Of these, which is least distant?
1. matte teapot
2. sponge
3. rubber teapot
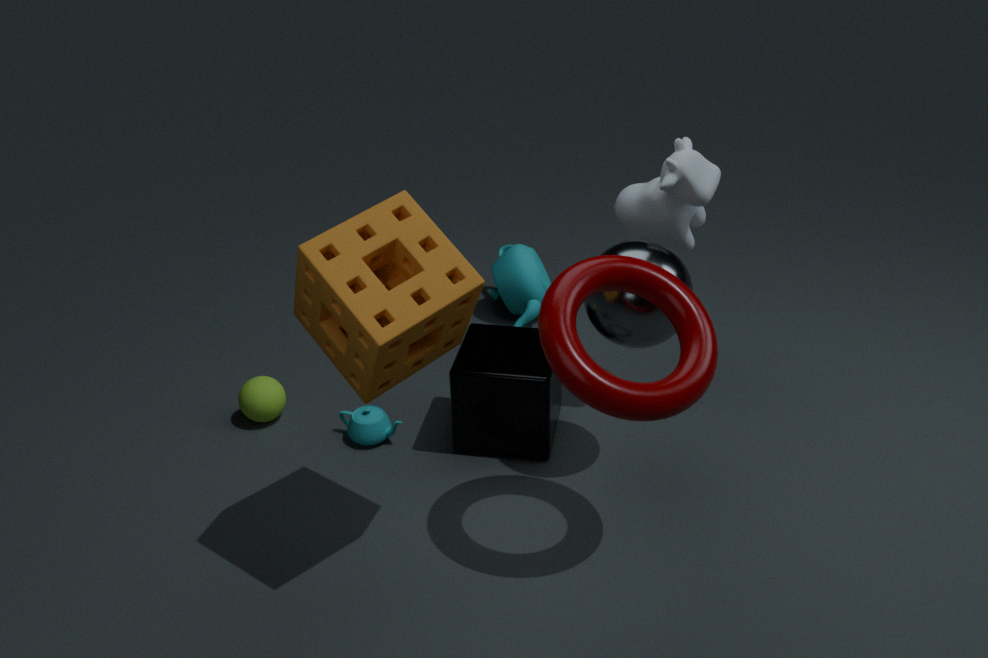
sponge
